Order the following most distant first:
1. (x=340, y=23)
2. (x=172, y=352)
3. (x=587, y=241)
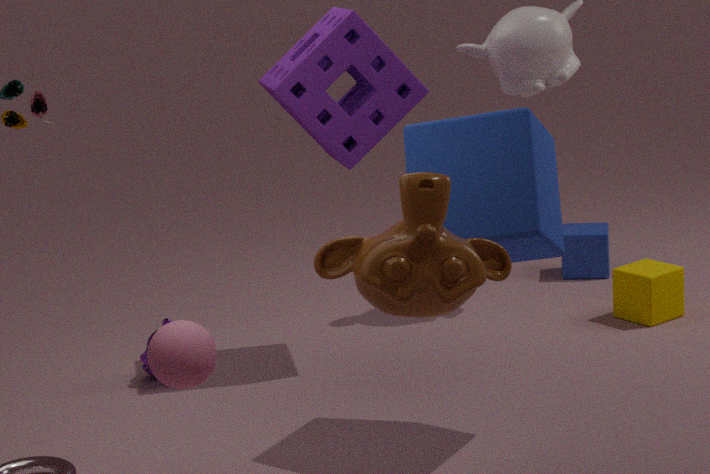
1. (x=587, y=241)
2. (x=340, y=23)
3. (x=172, y=352)
